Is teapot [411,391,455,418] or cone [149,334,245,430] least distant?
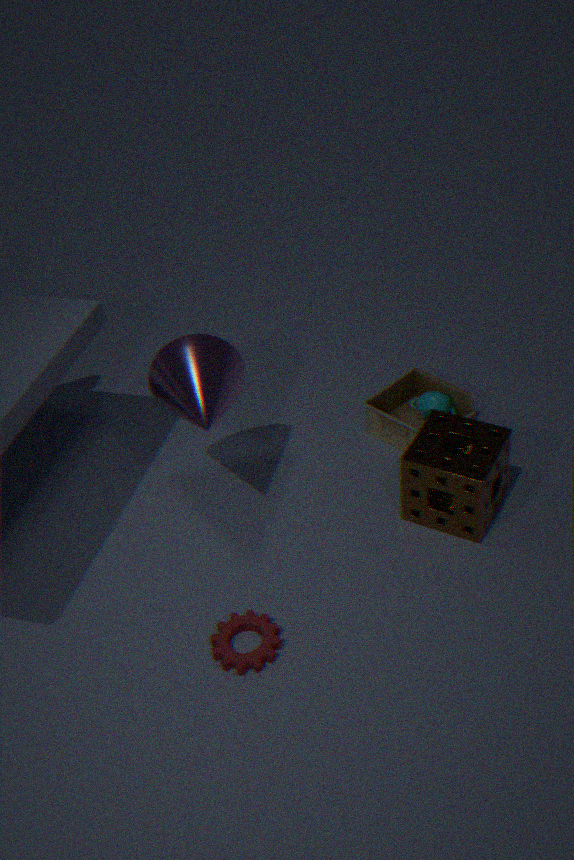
cone [149,334,245,430]
